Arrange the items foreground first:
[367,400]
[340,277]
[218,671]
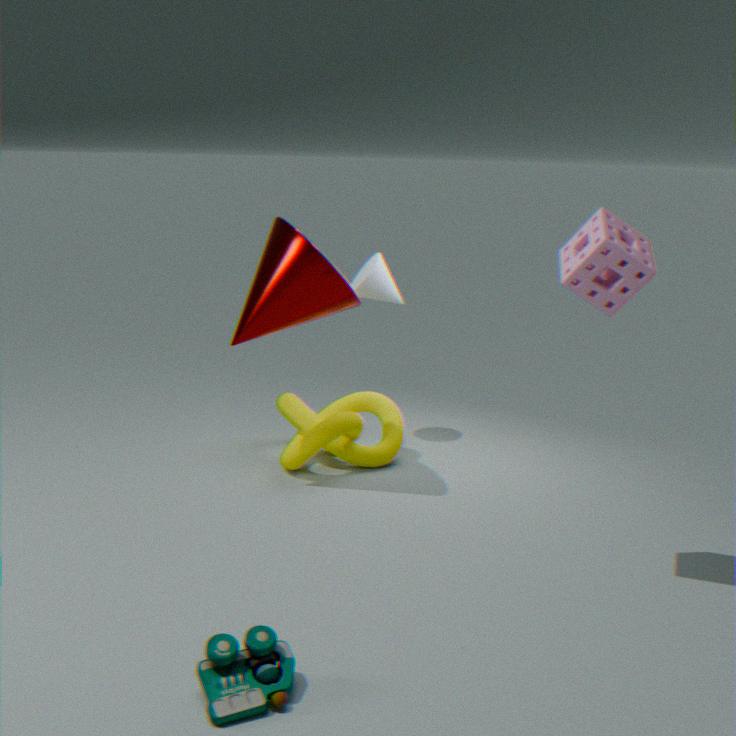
[218,671] < [340,277] < [367,400]
